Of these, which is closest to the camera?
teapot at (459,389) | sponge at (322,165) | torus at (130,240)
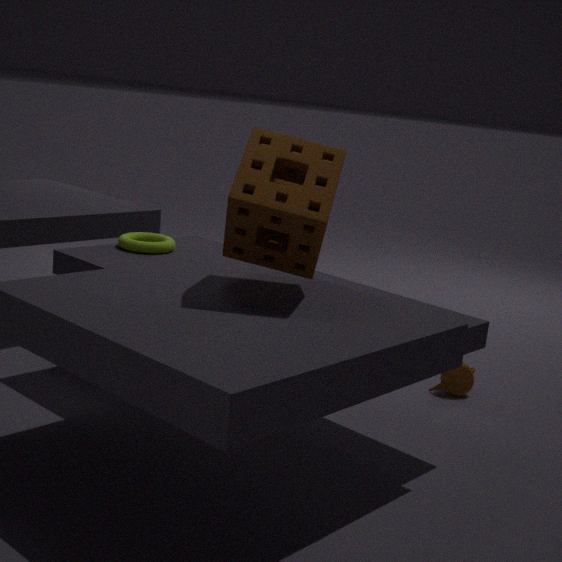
sponge at (322,165)
